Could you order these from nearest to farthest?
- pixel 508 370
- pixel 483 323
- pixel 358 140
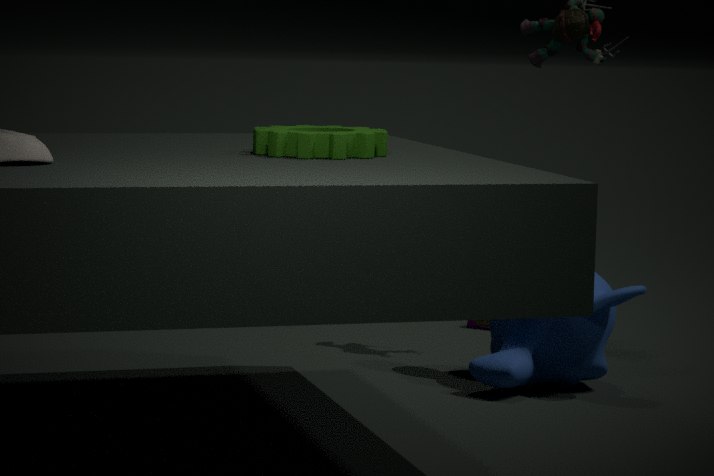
pixel 358 140 → pixel 508 370 → pixel 483 323
